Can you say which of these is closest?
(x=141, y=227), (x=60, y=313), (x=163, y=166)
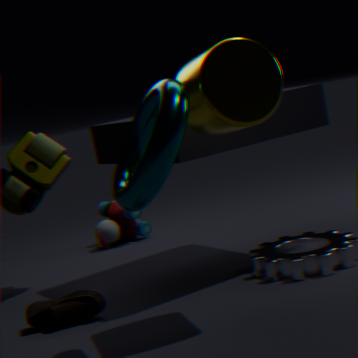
(x=163, y=166)
